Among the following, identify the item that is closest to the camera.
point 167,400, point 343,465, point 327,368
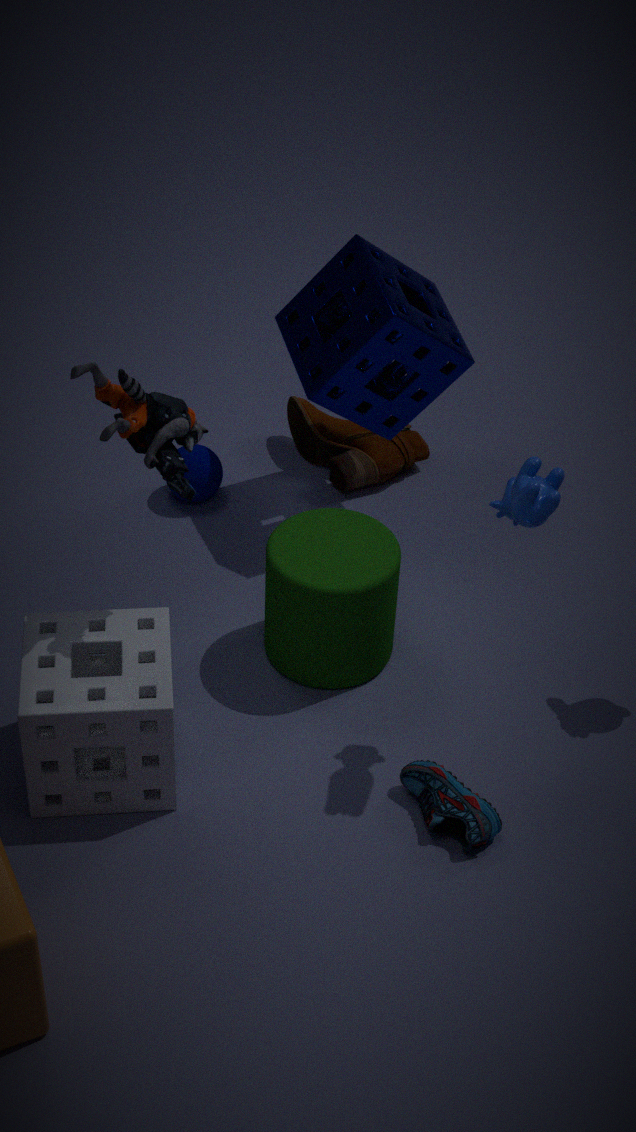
point 167,400
